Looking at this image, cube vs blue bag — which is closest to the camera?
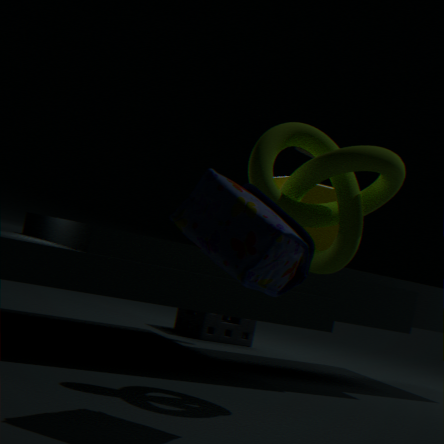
blue bag
